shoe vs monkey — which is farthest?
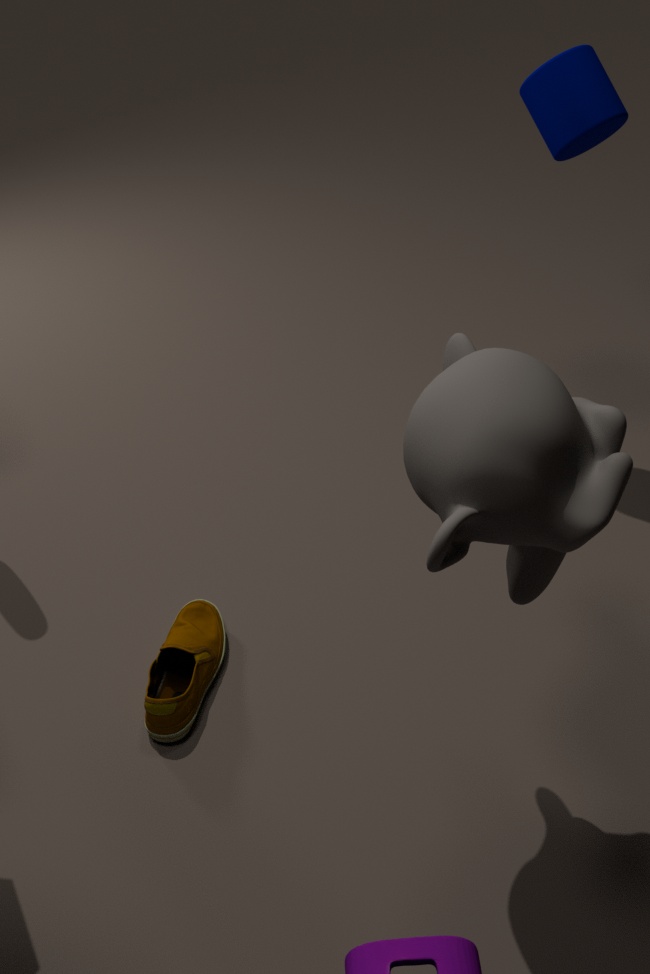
shoe
